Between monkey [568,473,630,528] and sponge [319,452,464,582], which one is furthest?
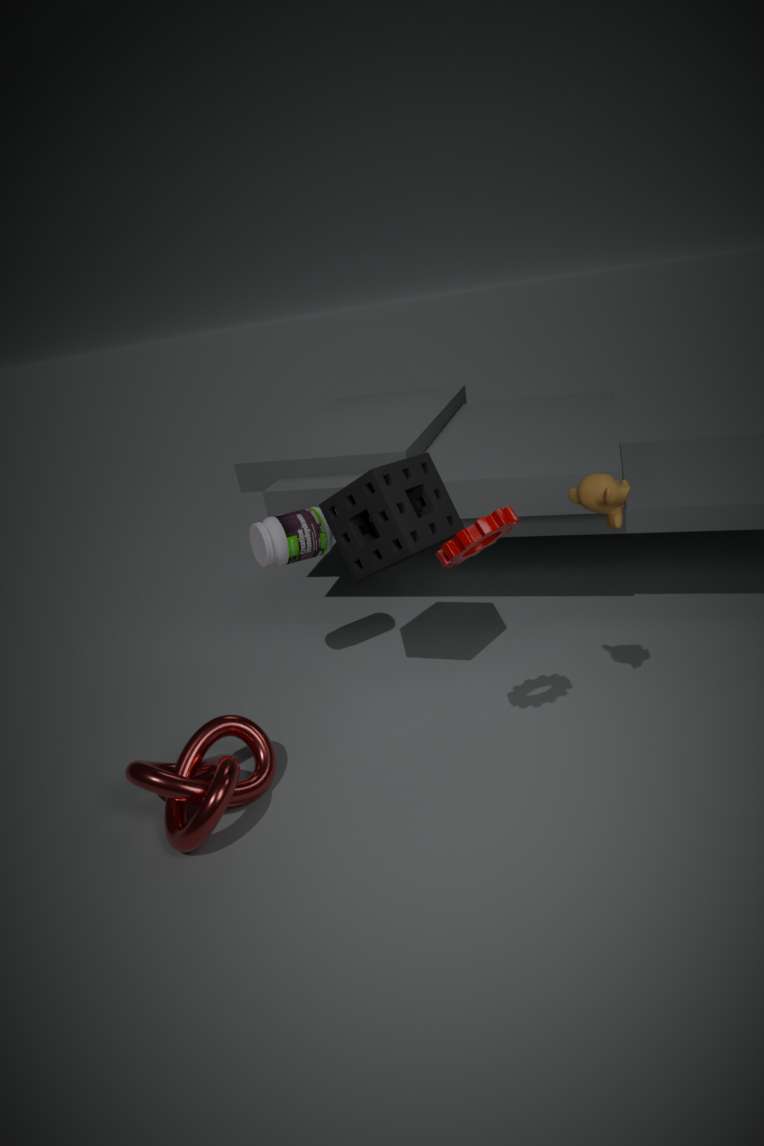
sponge [319,452,464,582]
